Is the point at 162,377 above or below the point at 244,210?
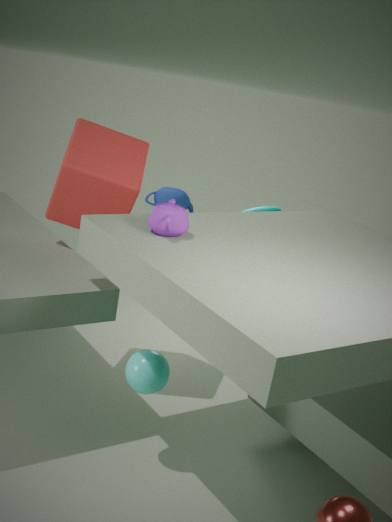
below
